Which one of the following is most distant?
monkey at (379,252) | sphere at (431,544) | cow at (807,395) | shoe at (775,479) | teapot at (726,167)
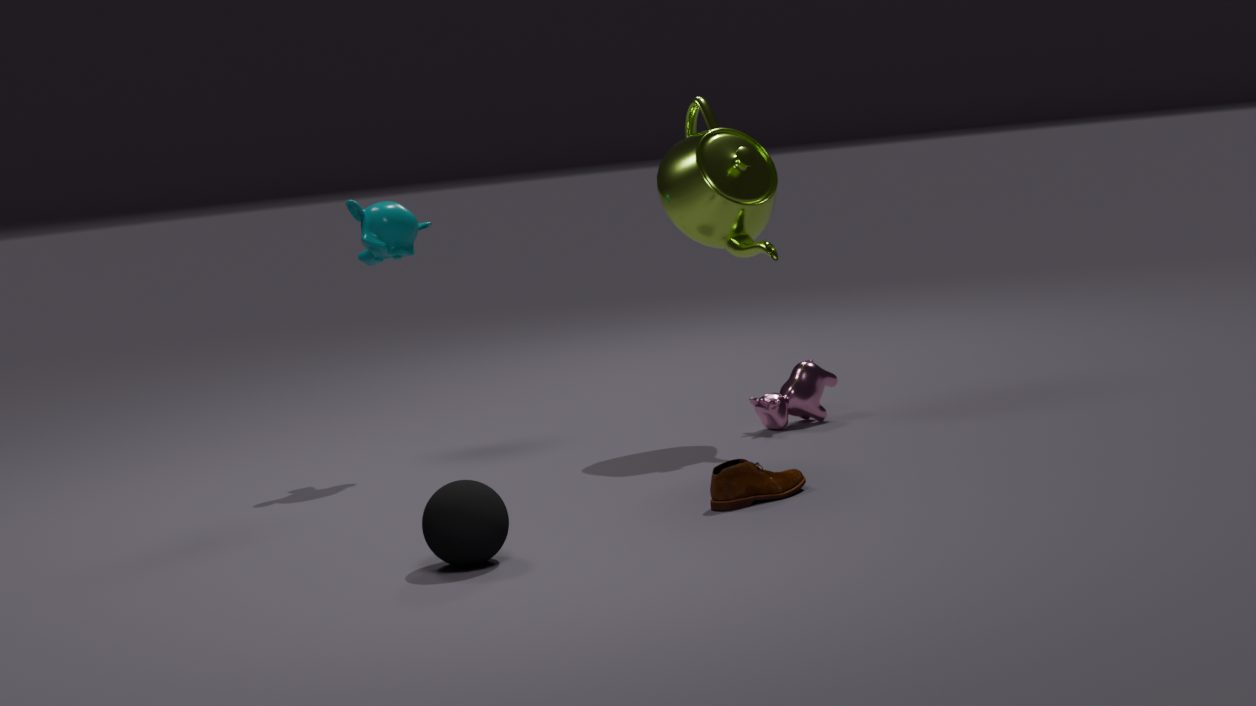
cow at (807,395)
